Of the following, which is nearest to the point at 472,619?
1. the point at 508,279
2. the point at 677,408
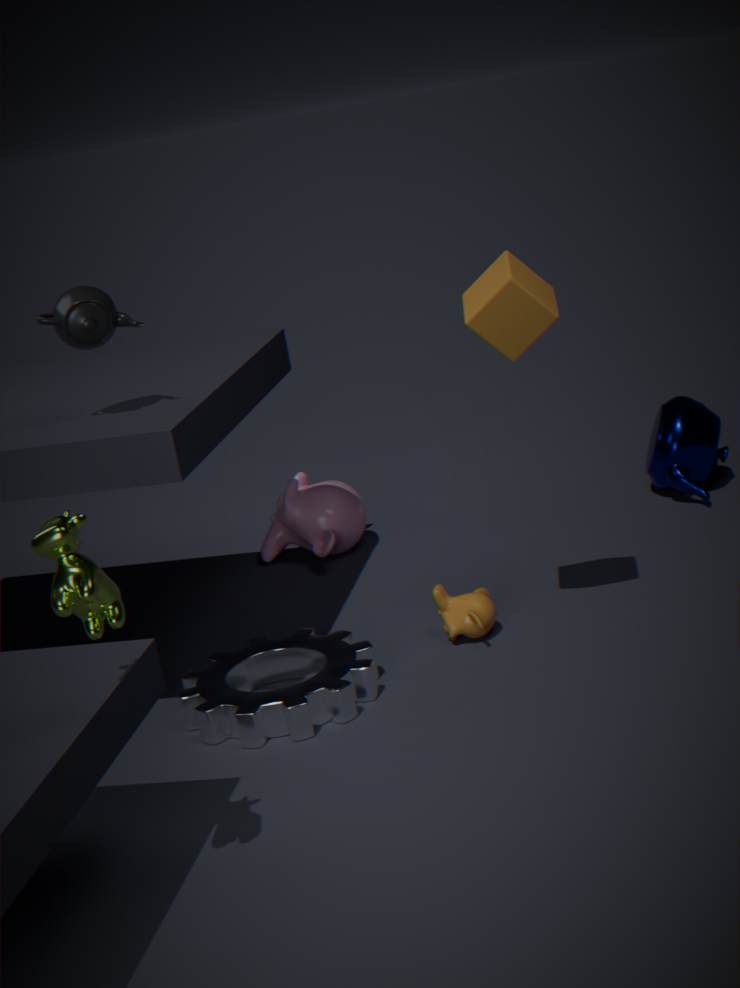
the point at 508,279
